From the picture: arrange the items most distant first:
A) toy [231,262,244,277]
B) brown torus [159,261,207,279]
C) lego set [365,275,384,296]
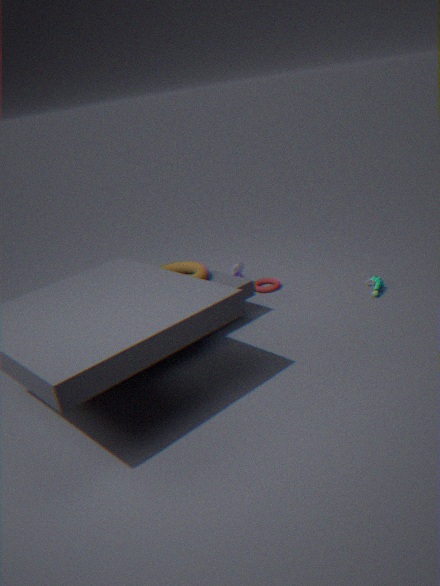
toy [231,262,244,277]
lego set [365,275,384,296]
brown torus [159,261,207,279]
